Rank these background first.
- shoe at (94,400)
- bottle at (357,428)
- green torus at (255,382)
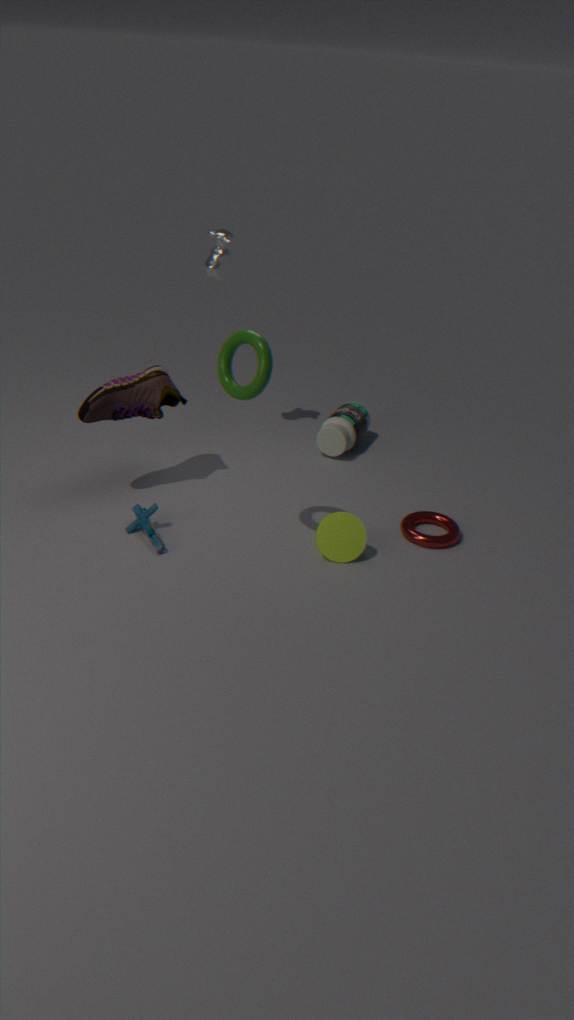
bottle at (357,428), shoe at (94,400), green torus at (255,382)
